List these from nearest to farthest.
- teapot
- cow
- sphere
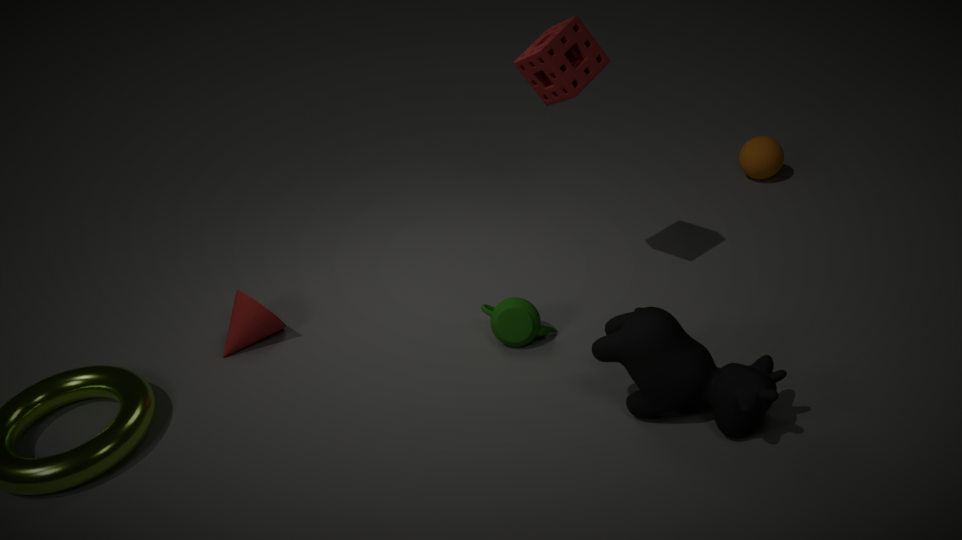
cow → teapot → sphere
